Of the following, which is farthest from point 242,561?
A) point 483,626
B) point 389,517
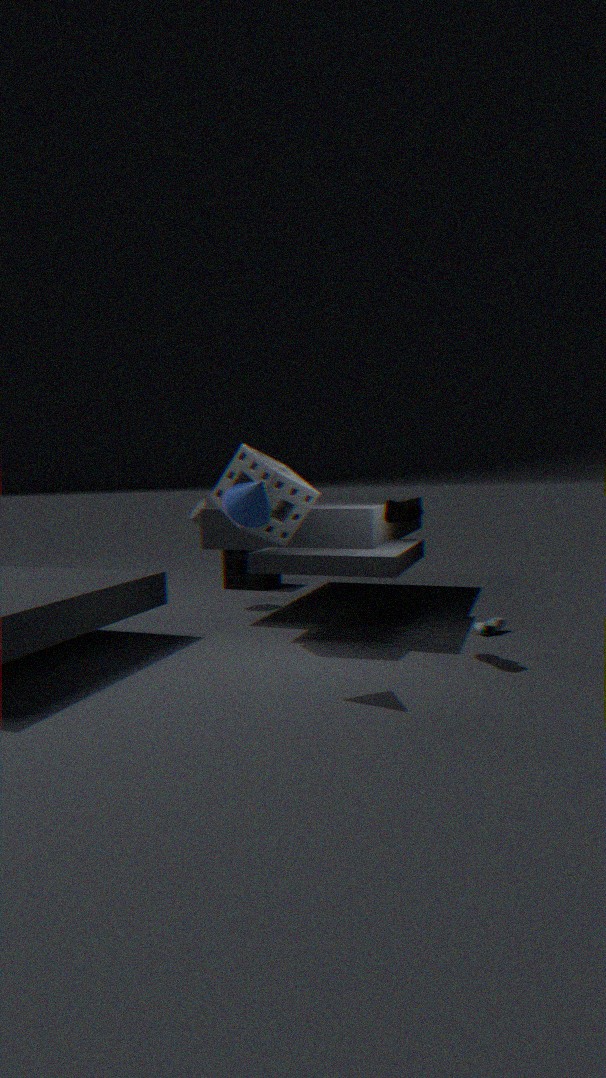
point 389,517
